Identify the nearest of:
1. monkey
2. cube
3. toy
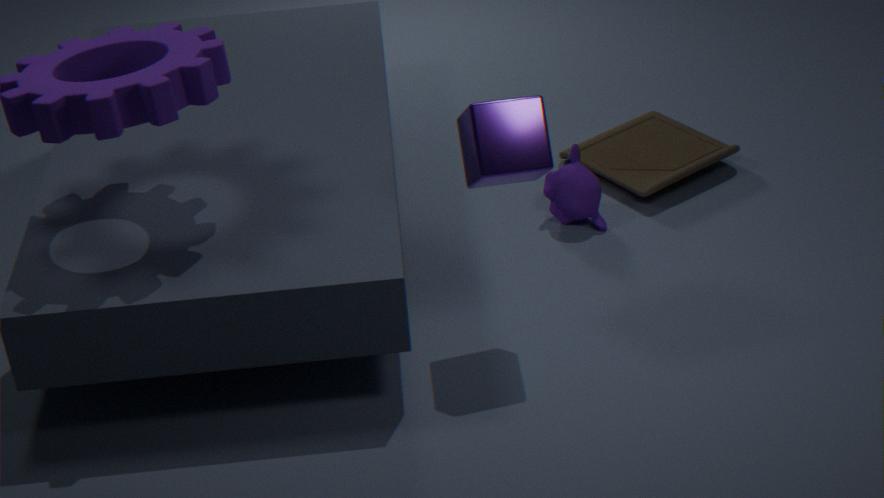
cube
